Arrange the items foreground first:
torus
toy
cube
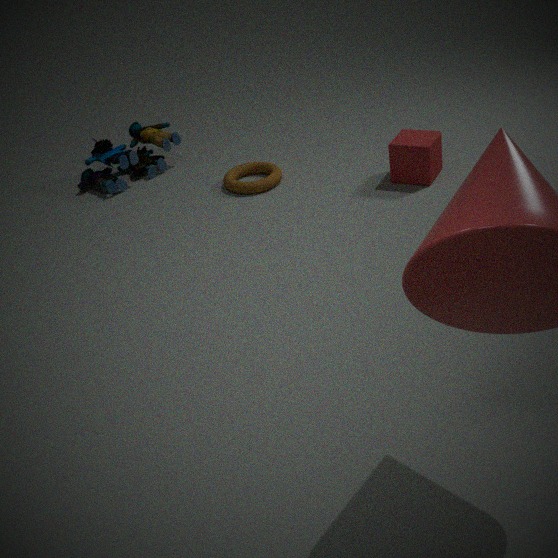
1. cube
2. torus
3. toy
